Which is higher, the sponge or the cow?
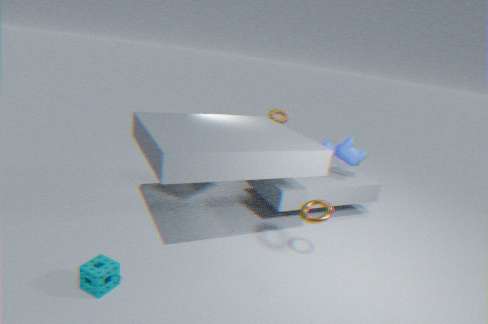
the cow
